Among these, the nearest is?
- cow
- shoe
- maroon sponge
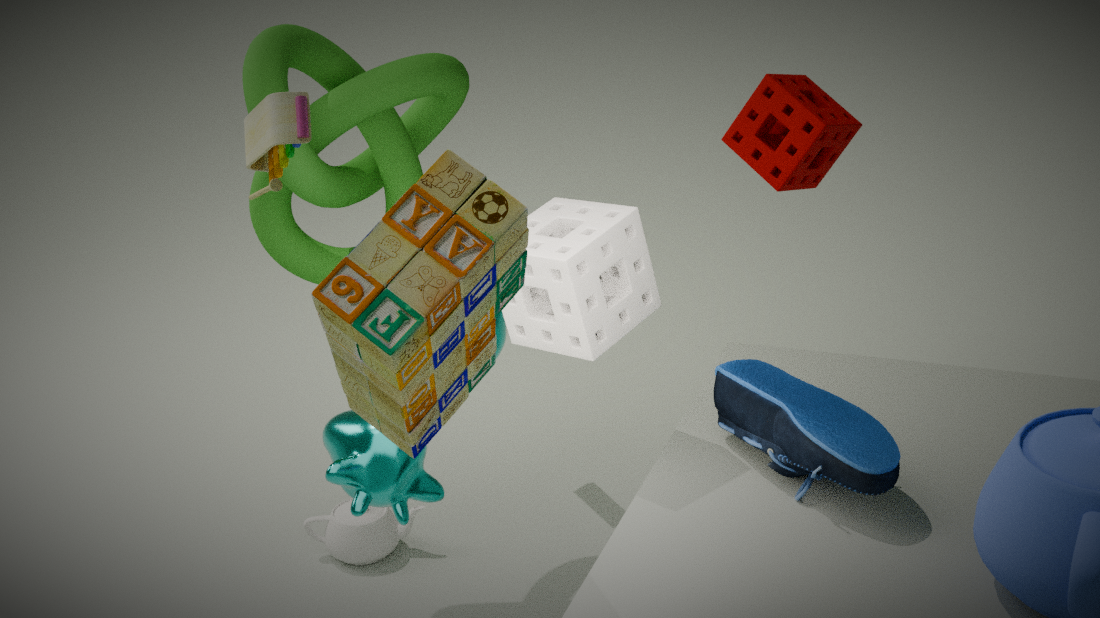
shoe
